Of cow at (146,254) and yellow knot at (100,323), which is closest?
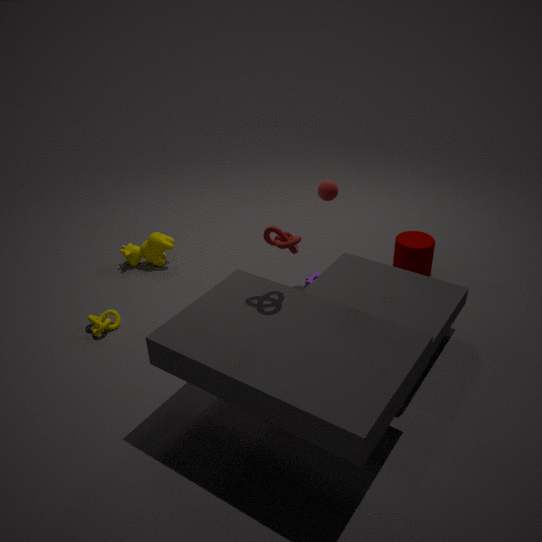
yellow knot at (100,323)
